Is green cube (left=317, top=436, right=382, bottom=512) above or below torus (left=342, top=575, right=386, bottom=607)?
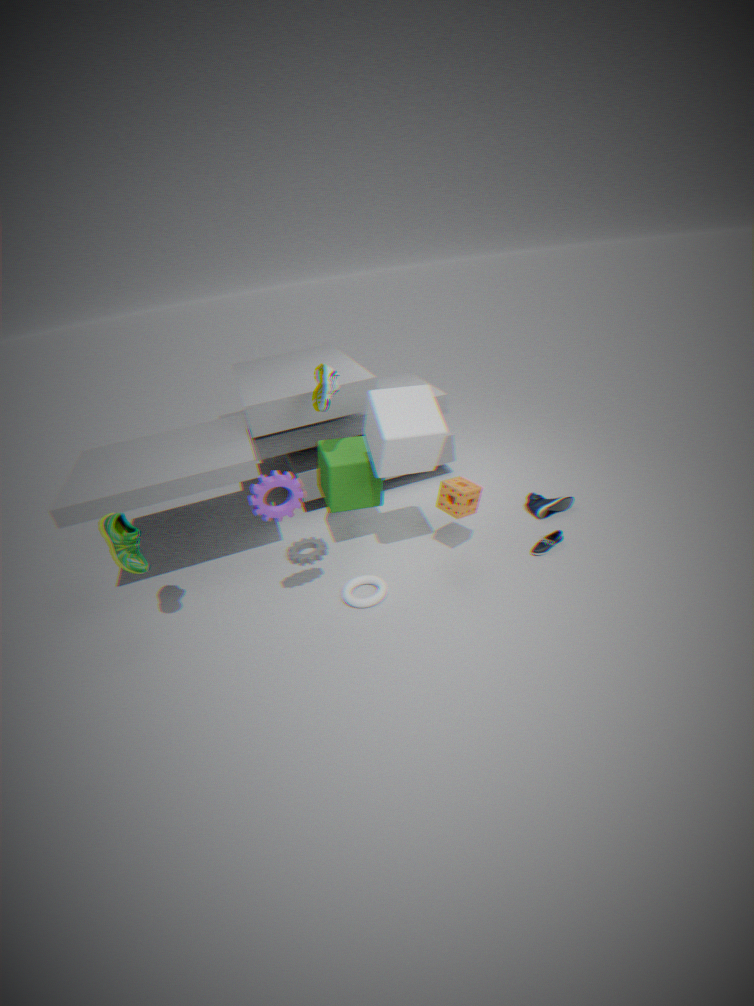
above
